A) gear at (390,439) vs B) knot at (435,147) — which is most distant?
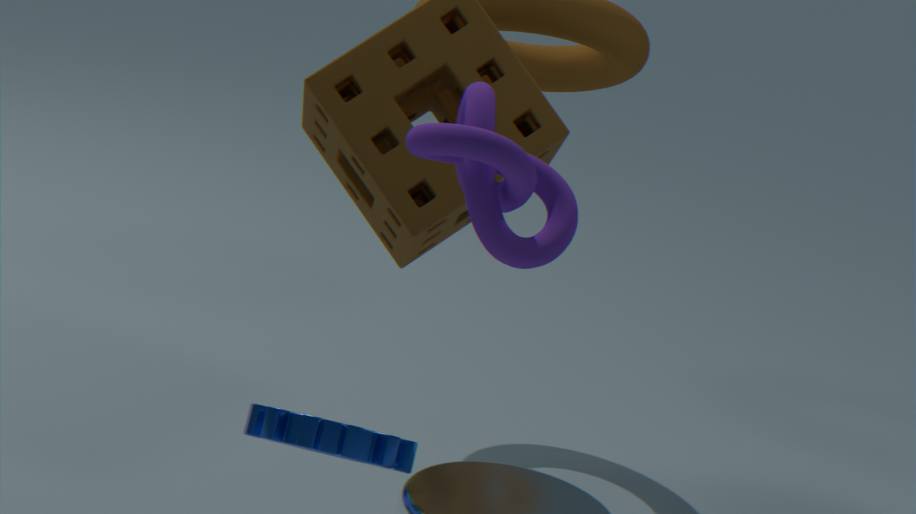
A. gear at (390,439)
